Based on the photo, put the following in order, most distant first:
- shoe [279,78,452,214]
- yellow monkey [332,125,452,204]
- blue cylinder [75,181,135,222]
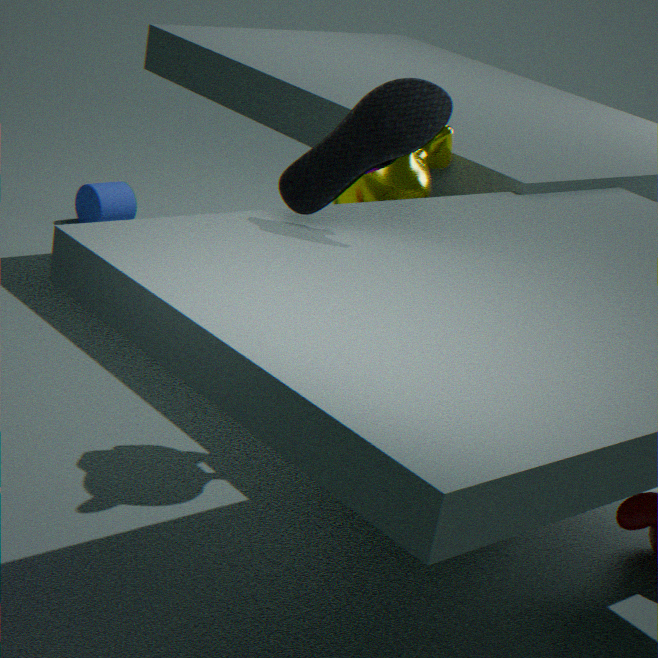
blue cylinder [75,181,135,222]
yellow monkey [332,125,452,204]
shoe [279,78,452,214]
